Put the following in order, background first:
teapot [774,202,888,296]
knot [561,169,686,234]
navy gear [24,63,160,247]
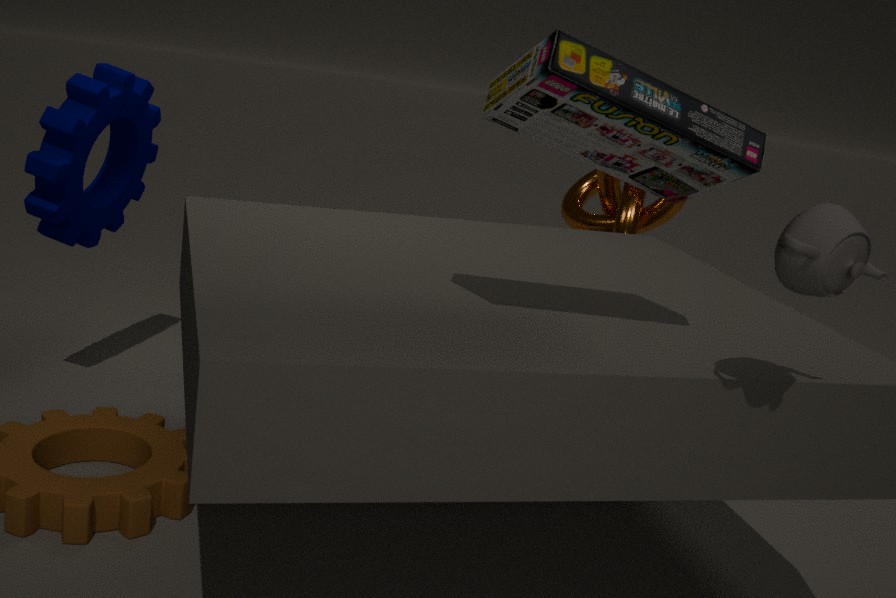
1. knot [561,169,686,234]
2. navy gear [24,63,160,247]
3. teapot [774,202,888,296]
